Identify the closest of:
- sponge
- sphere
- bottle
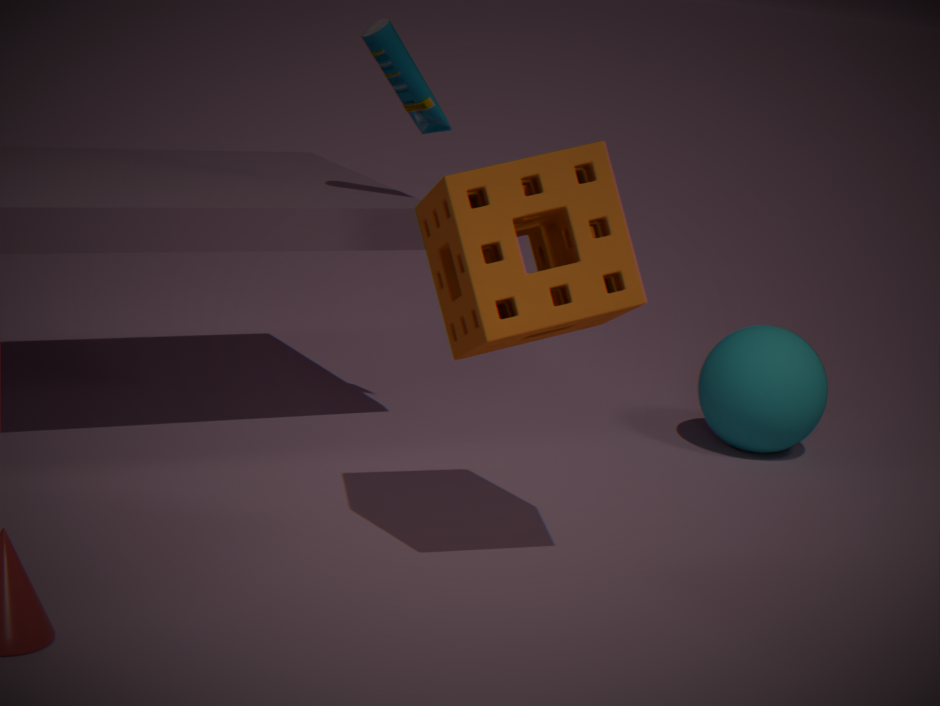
sponge
